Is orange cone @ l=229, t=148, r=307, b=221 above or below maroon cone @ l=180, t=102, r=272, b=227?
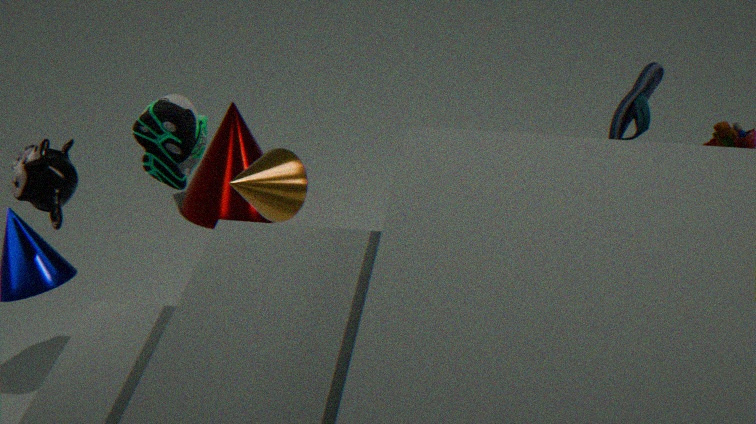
above
